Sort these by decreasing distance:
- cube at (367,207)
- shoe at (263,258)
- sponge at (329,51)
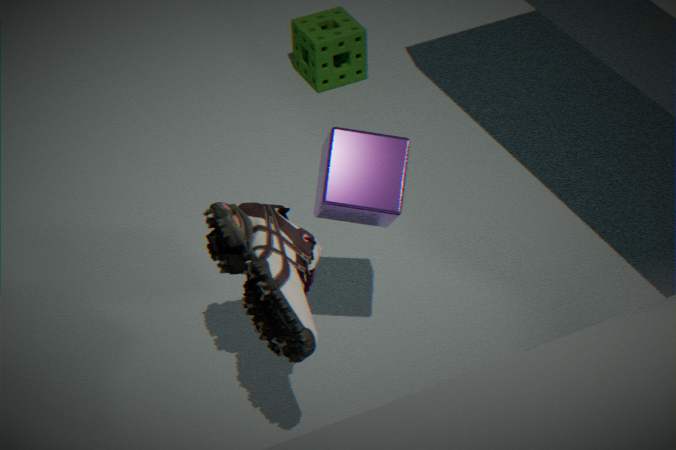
sponge at (329,51), cube at (367,207), shoe at (263,258)
